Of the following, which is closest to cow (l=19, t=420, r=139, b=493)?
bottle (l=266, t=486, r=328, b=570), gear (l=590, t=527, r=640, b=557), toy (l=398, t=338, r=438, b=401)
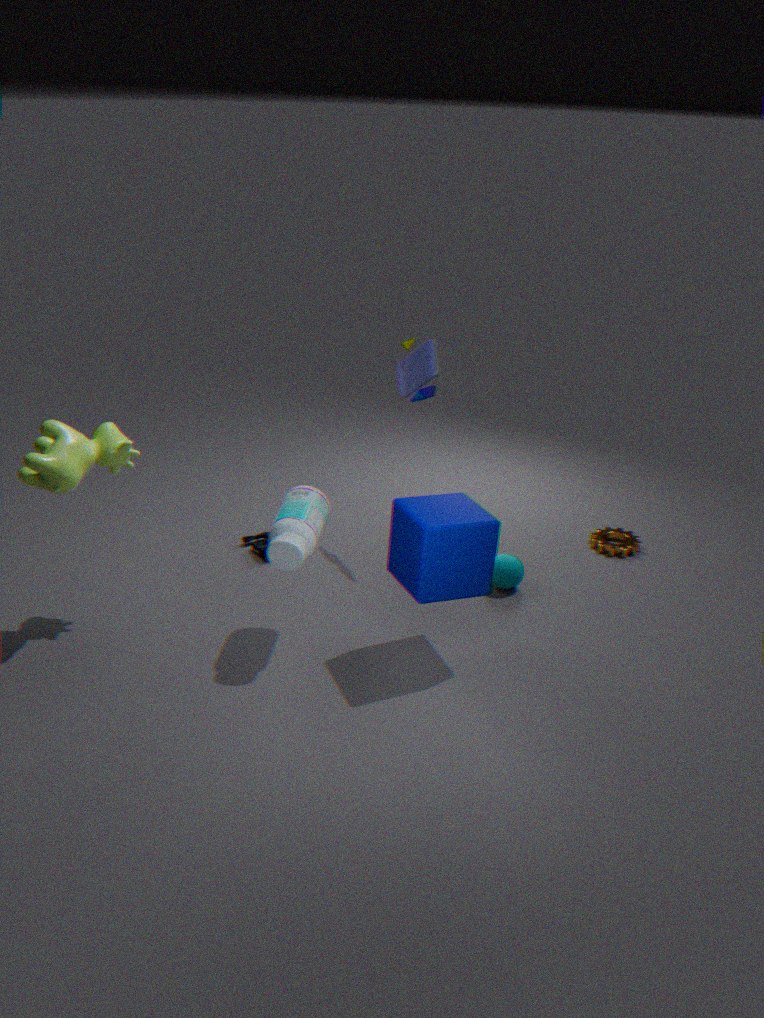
bottle (l=266, t=486, r=328, b=570)
